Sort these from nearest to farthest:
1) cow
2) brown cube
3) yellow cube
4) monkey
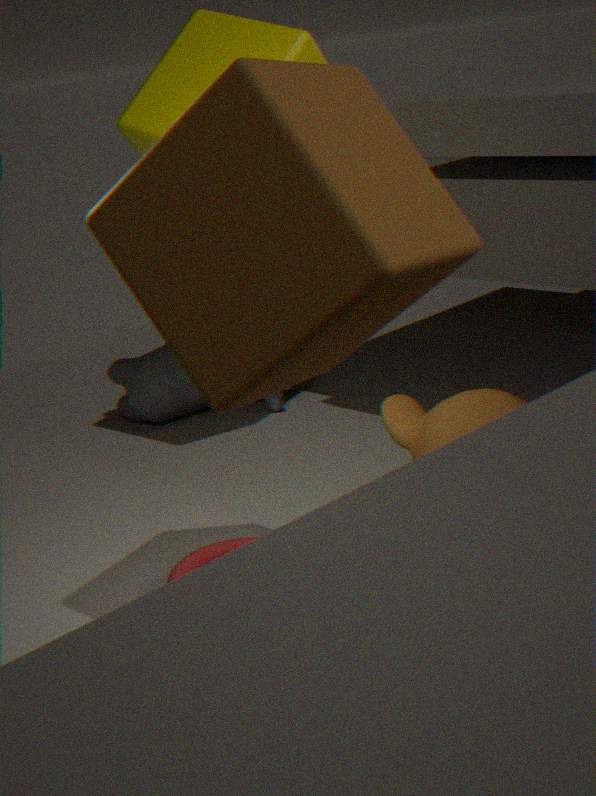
1. 2. brown cube
2. 4. monkey
3. 3. yellow cube
4. 1. cow
